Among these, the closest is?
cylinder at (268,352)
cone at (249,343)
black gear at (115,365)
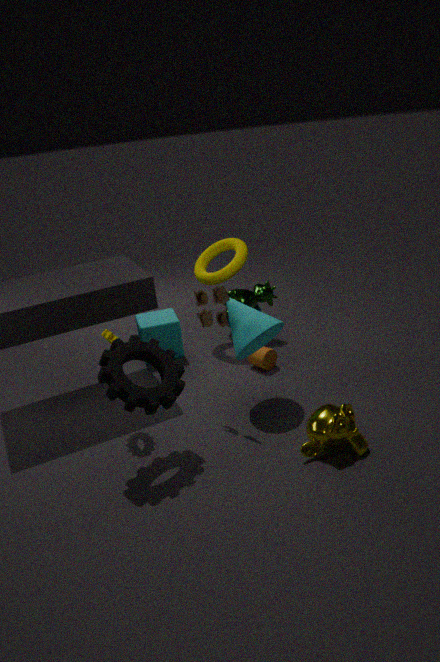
black gear at (115,365)
